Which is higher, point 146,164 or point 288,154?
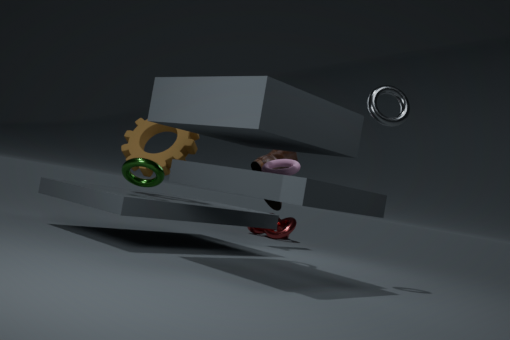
point 288,154
